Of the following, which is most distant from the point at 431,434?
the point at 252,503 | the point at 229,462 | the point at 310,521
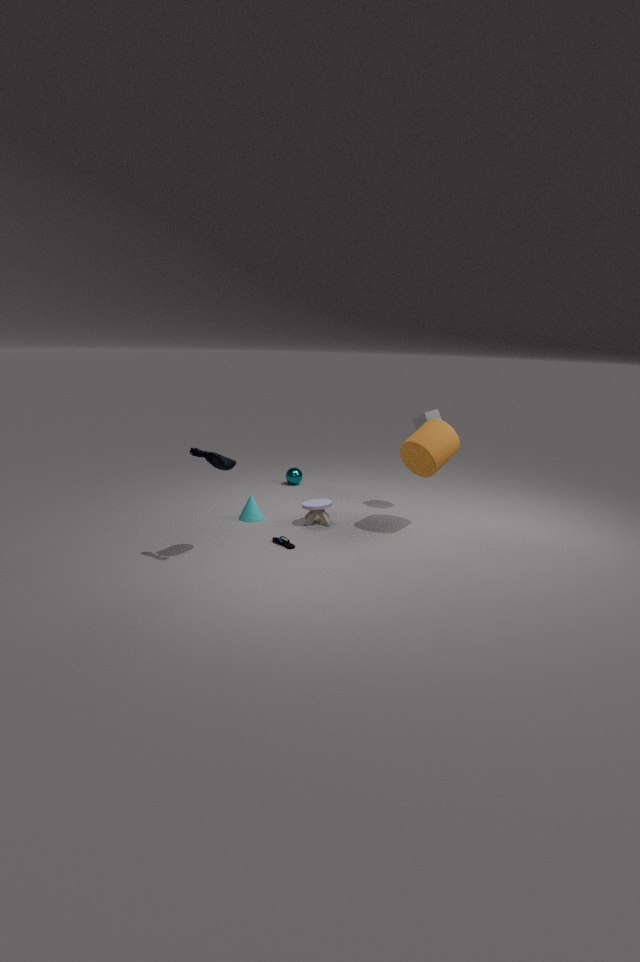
the point at 229,462
